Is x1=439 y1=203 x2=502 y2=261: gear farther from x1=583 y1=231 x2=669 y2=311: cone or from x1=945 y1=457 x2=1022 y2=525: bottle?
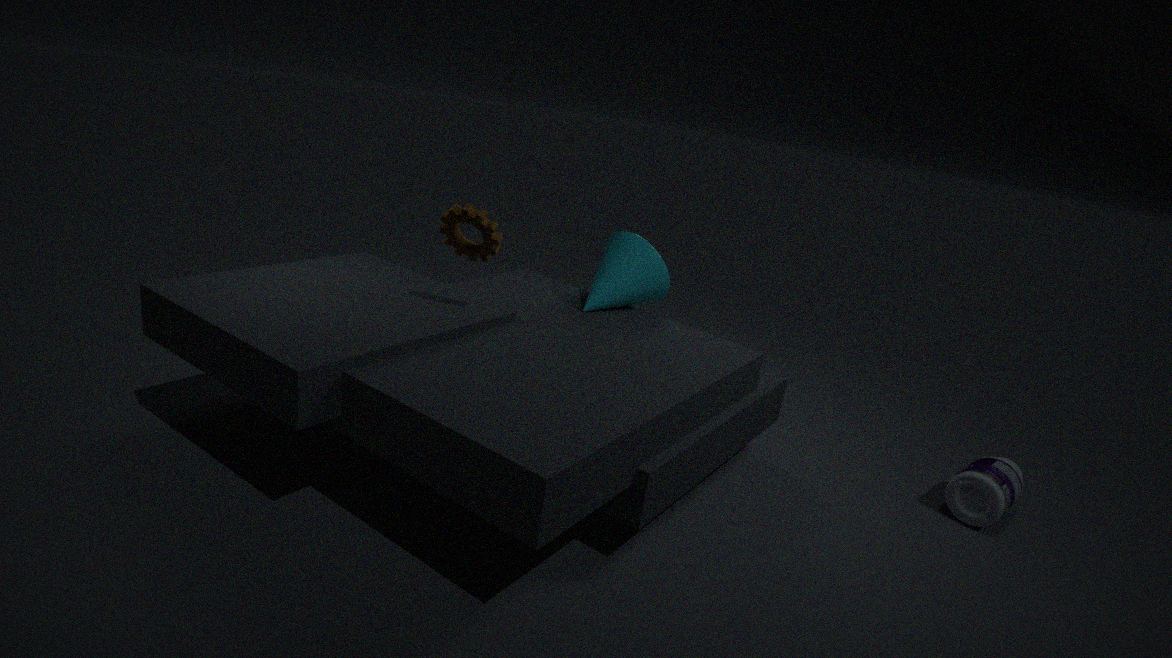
x1=945 y1=457 x2=1022 y2=525: bottle
